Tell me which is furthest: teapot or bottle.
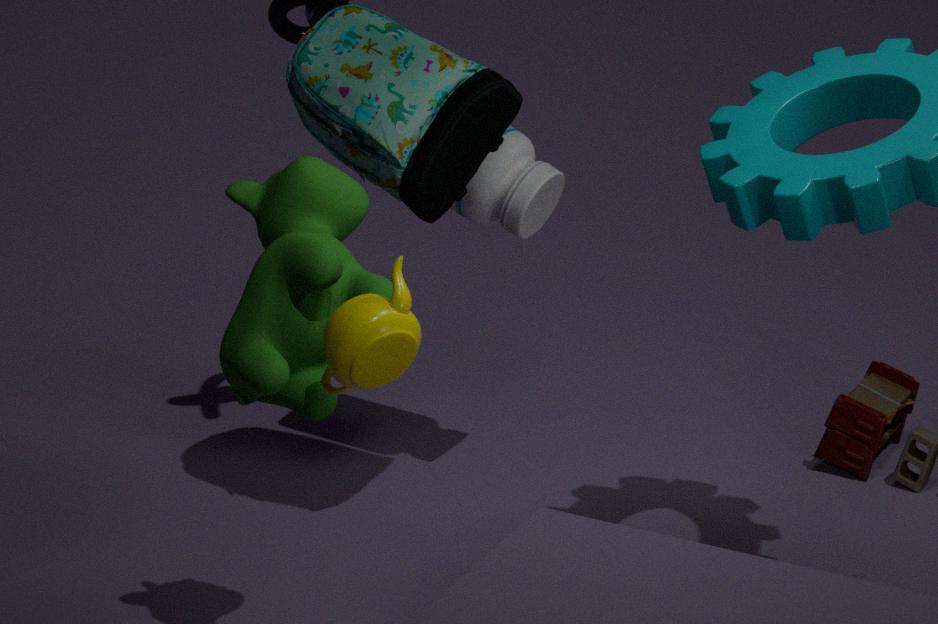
bottle
